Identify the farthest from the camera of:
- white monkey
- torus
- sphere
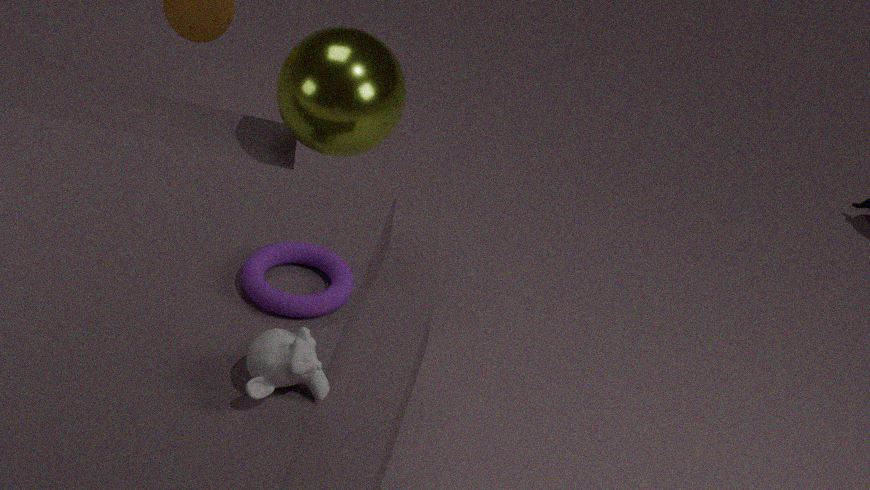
sphere
